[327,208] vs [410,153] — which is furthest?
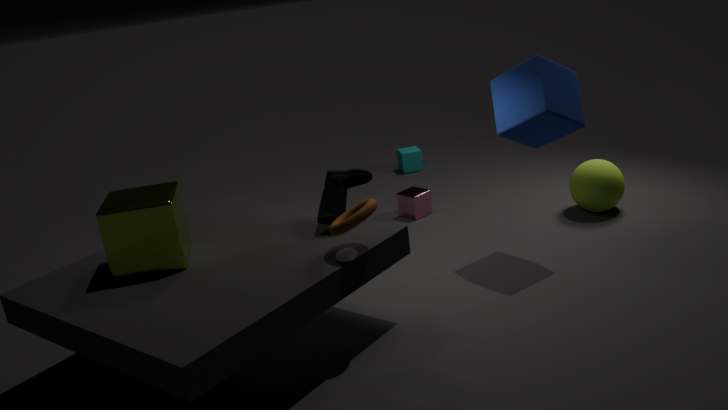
[410,153]
